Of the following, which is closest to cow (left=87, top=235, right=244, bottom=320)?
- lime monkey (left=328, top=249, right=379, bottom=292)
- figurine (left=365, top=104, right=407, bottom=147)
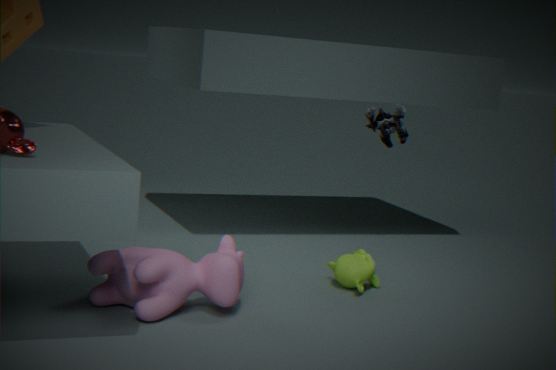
lime monkey (left=328, top=249, right=379, bottom=292)
